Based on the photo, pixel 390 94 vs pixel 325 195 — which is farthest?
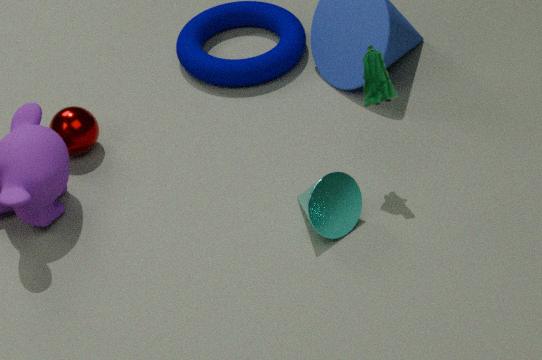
pixel 390 94
